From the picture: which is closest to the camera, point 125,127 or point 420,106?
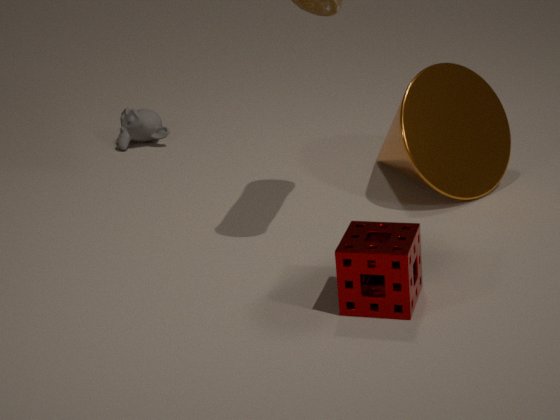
point 420,106
